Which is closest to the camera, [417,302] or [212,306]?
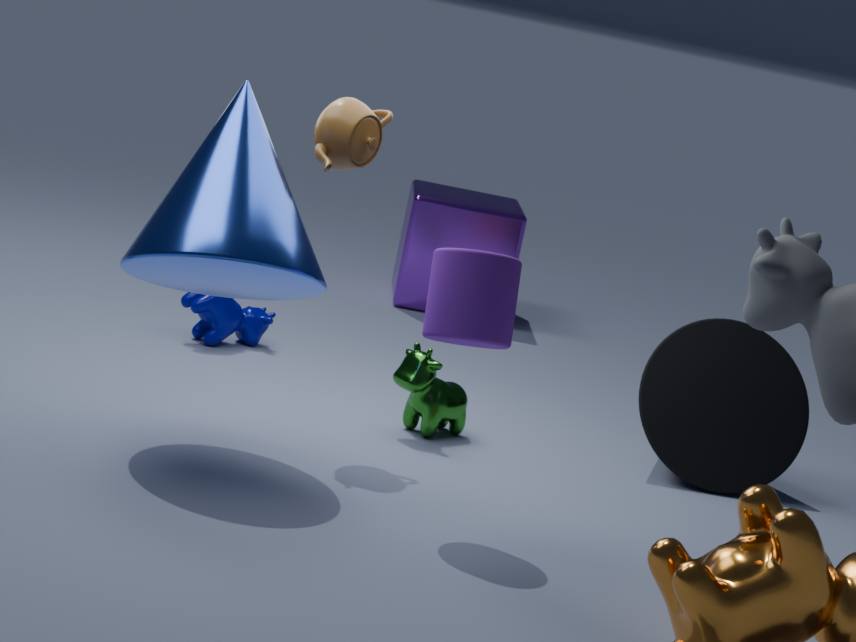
[212,306]
